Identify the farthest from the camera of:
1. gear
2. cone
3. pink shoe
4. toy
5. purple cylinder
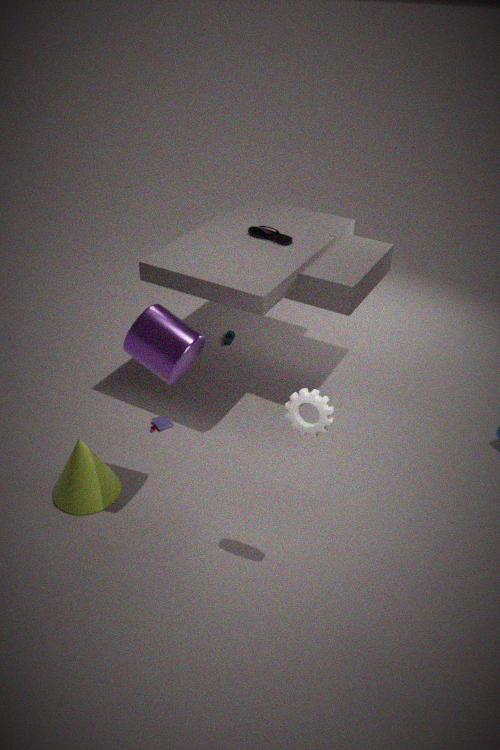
pink shoe
